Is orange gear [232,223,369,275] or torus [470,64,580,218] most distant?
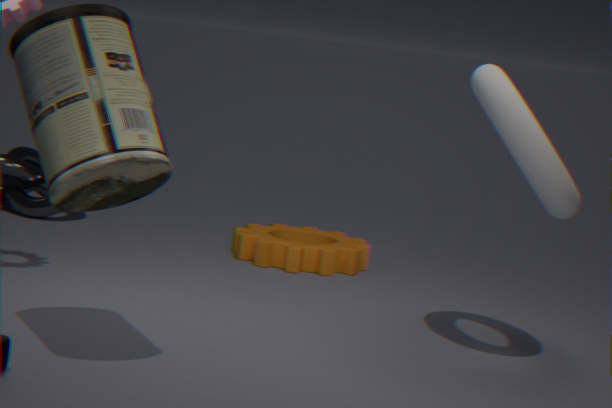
orange gear [232,223,369,275]
